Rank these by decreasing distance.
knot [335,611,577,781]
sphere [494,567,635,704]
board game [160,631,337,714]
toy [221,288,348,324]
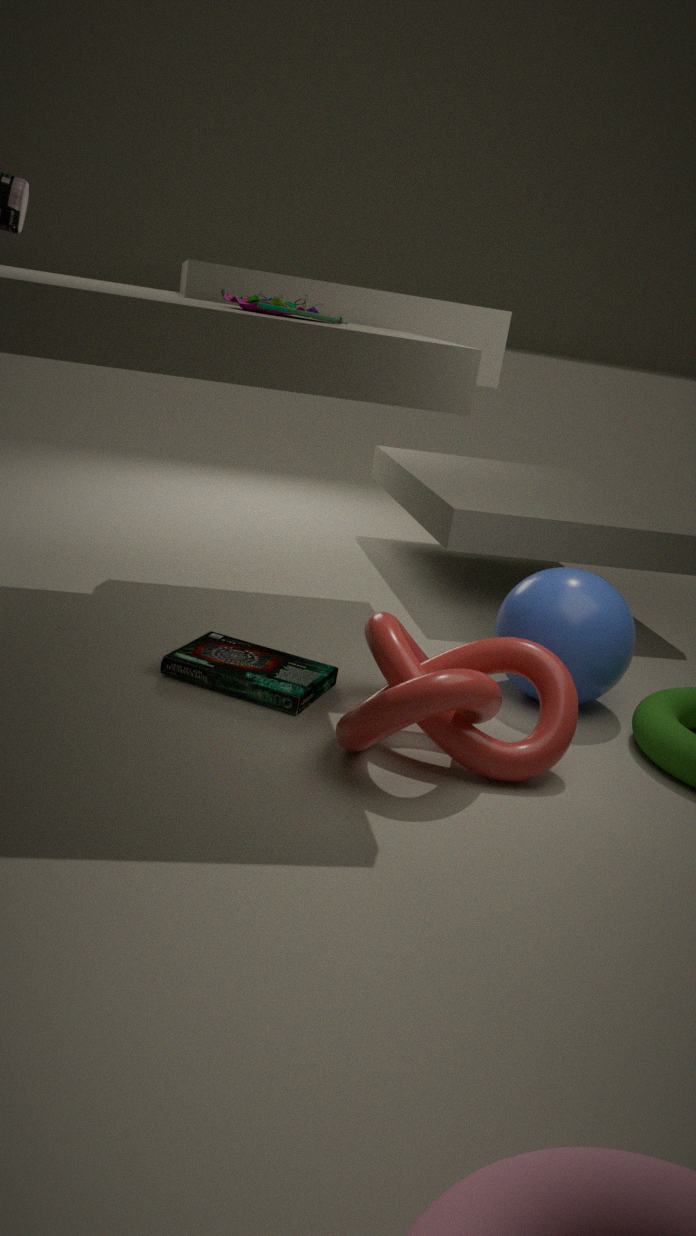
sphere [494,567,635,704], board game [160,631,337,714], knot [335,611,577,781], toy [221,288,348,324]
